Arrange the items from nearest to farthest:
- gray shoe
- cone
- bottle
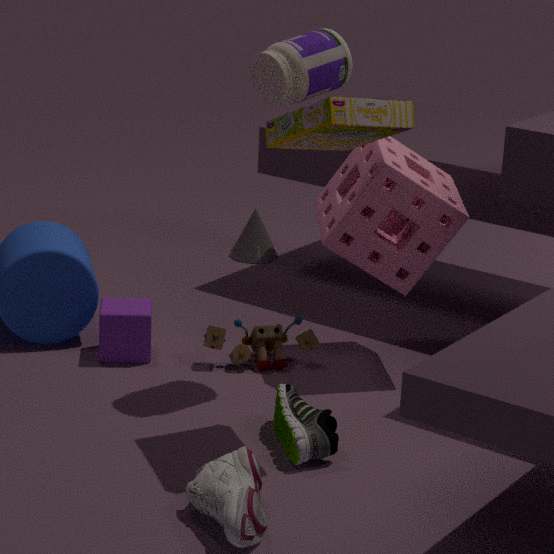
gray shoe, bottle, cone
